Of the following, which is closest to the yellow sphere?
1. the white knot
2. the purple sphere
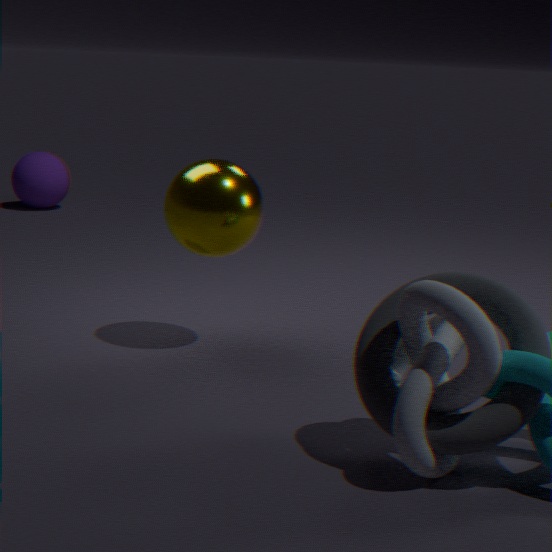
the white knot
